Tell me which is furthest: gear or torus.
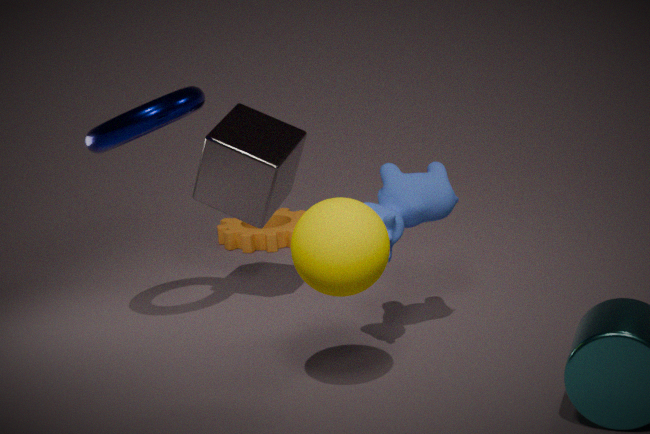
gear
